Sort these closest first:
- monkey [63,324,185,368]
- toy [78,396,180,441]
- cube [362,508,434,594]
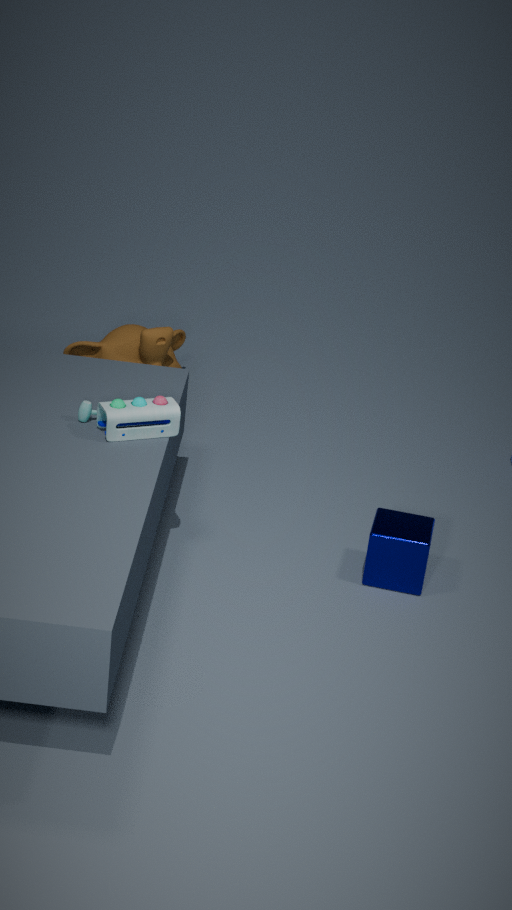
toy [78,396,180,441], cube [362,508,434,594], monkey [63,324,185,368]
